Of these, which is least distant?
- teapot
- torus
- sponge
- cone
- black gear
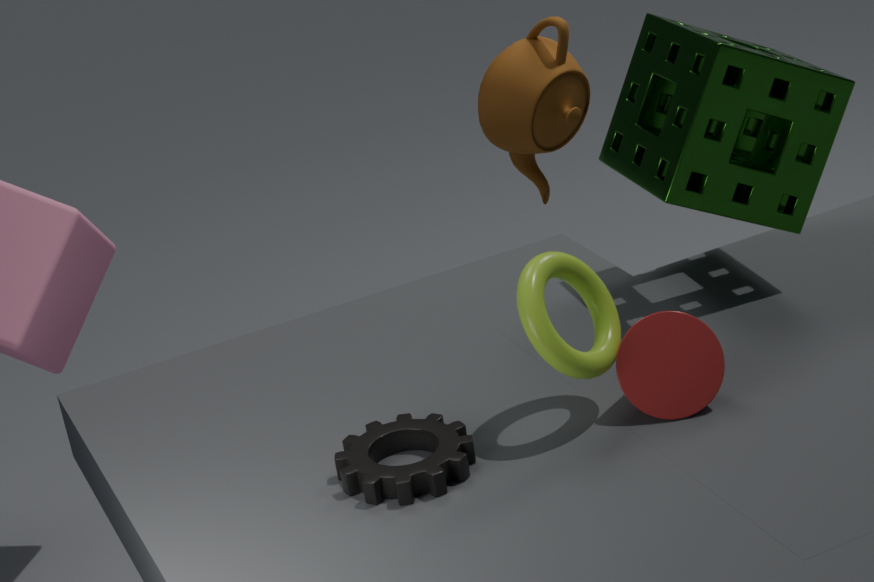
black gear
